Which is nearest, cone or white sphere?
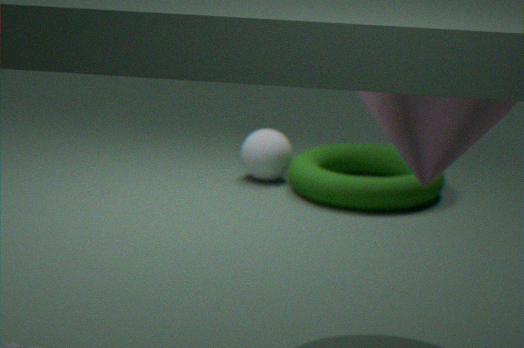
cone
